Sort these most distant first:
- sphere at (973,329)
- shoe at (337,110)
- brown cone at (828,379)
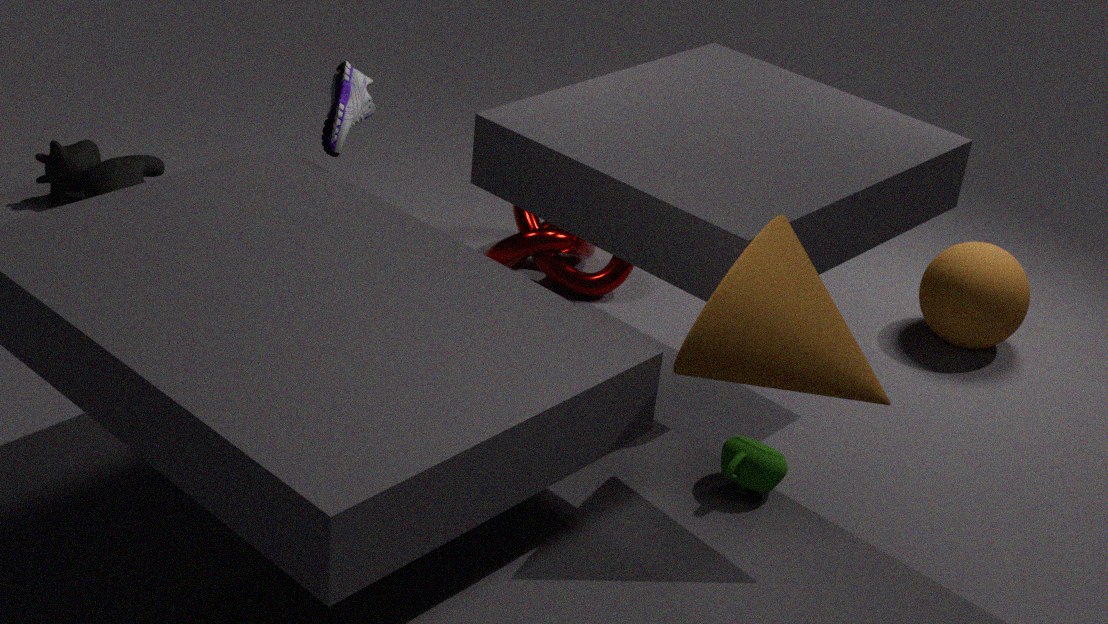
sphere at (973,329) → shoe at (337,110) → brown cone at (828,379)
